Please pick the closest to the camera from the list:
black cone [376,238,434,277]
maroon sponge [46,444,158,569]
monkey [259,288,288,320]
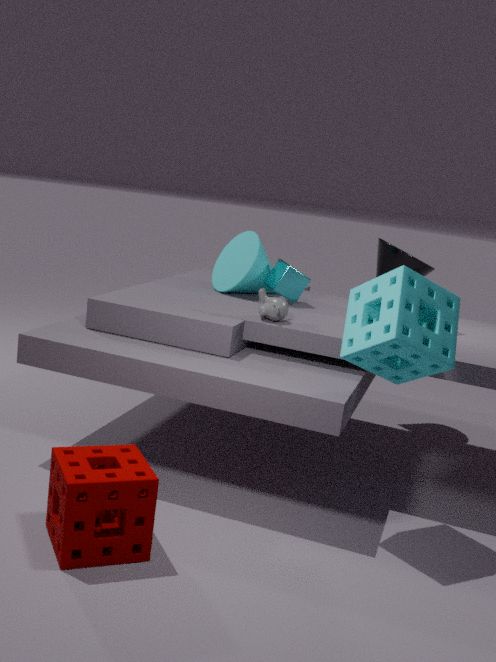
maroon sponge [46,444,158,569]
